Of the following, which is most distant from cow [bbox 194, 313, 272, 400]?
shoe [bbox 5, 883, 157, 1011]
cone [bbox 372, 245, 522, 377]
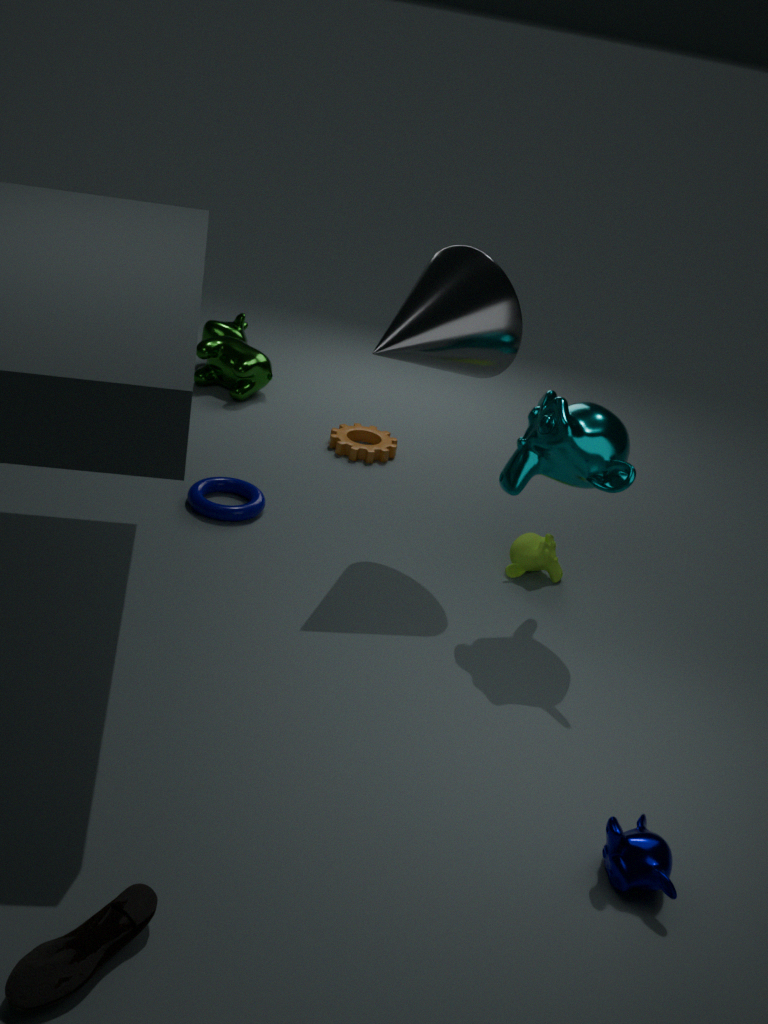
shoe [bbox 5, 883, 157, 1011]
